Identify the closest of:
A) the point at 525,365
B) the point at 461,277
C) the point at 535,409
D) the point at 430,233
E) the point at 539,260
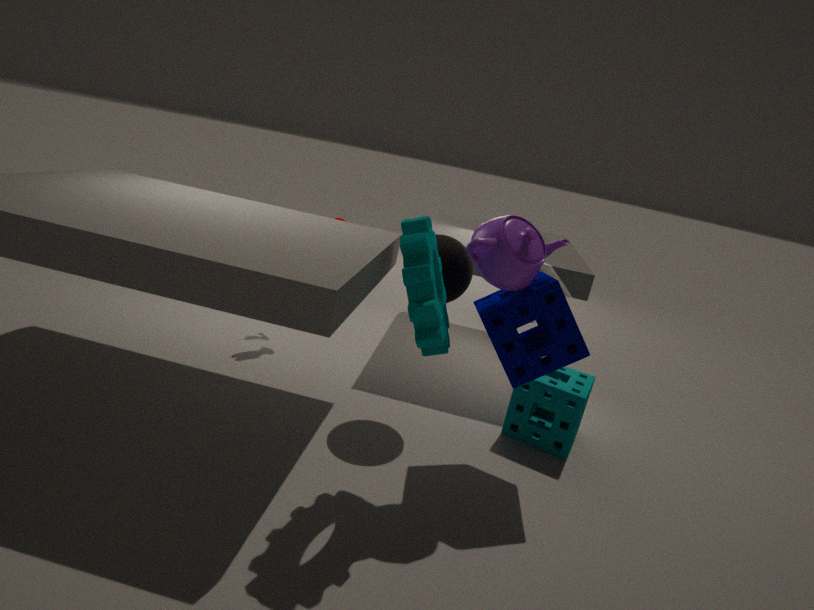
the point at 430,233
